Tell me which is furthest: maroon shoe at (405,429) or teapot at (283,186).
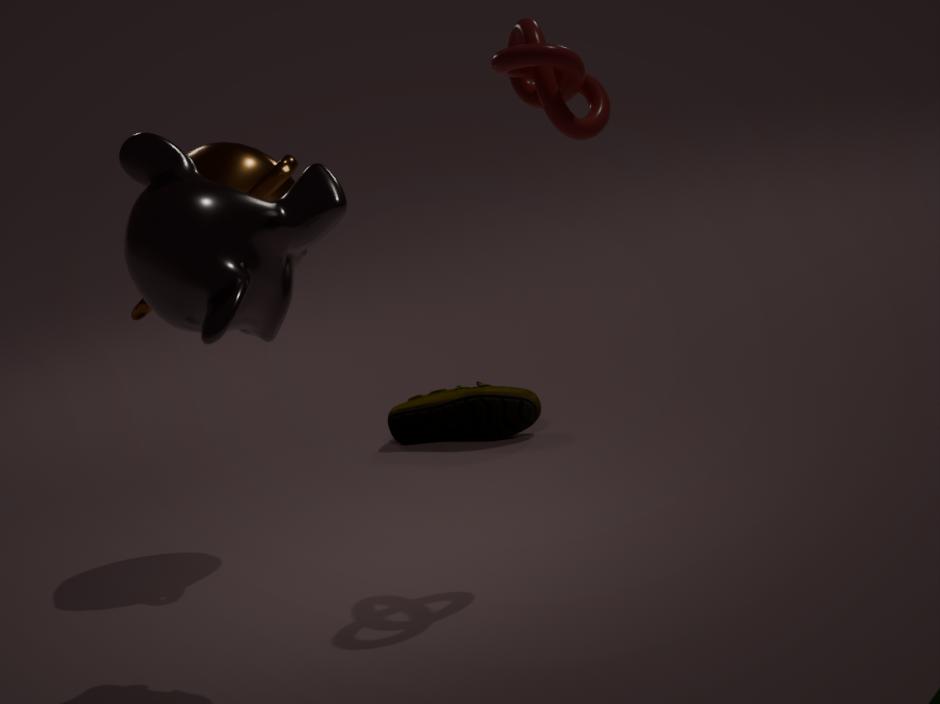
maroon shoe at (405,429)
